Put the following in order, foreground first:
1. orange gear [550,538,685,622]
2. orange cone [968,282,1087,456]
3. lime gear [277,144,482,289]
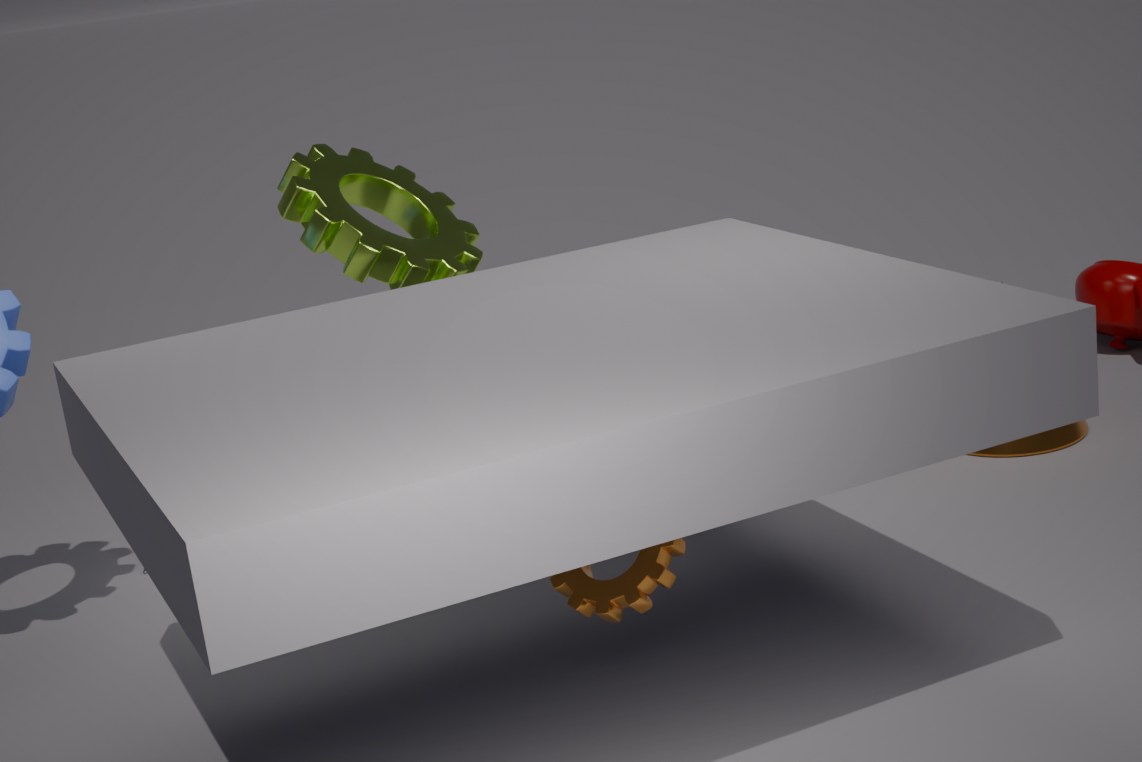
orange gear [550,538,685,622]
lime gear [277,144,482,289]
orange cone [968,282,1087,456]
